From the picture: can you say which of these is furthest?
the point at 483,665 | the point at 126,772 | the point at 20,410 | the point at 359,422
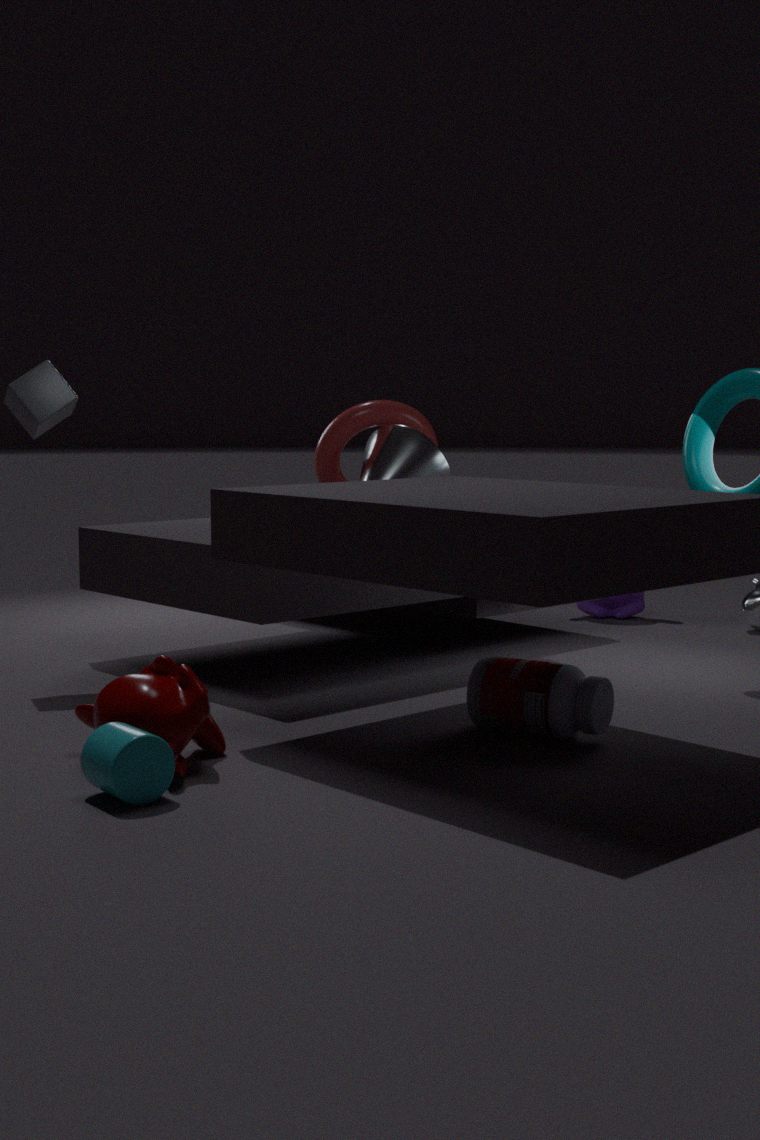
the point at 359,422
